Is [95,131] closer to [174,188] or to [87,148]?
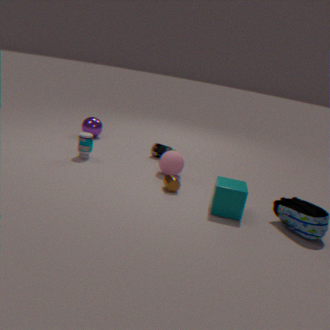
→ [87,148]
